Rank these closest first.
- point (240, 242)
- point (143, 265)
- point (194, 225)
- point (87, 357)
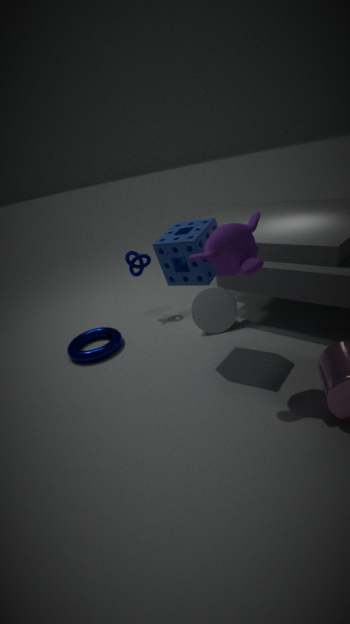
point (240, 242)
point (194, 225)
point (87, 357)
point (143, 265)
